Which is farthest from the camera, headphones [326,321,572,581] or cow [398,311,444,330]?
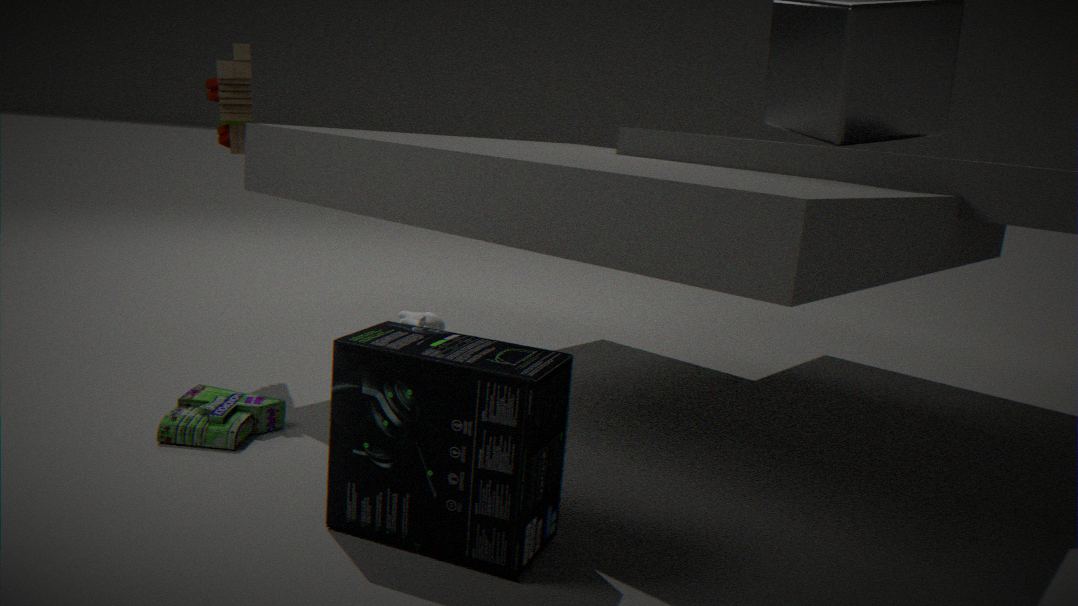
cow [398,311,444,330]
